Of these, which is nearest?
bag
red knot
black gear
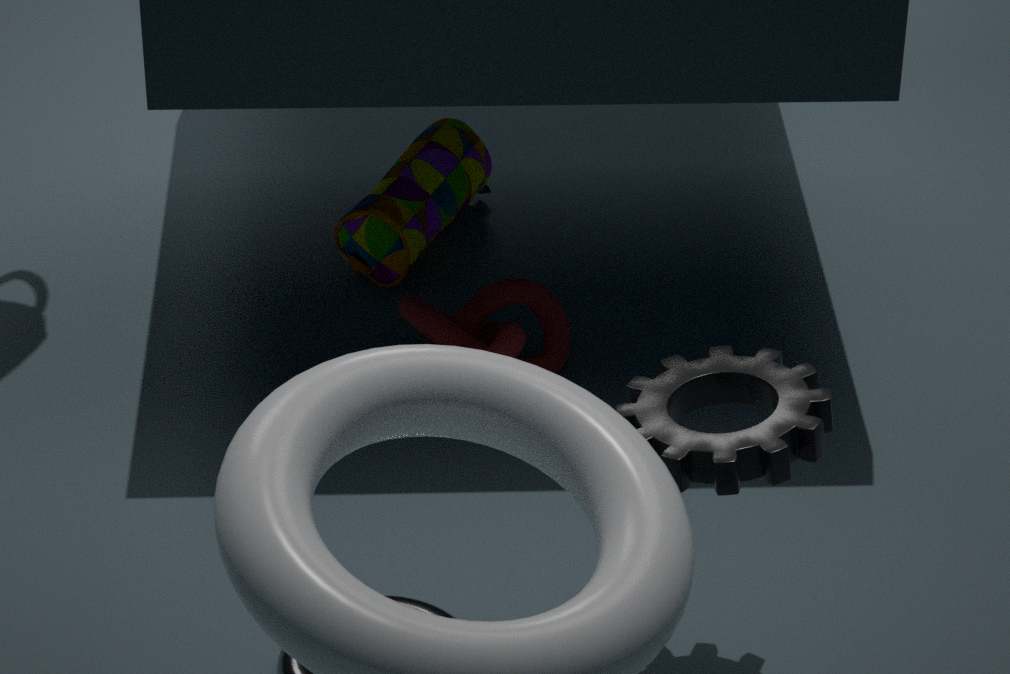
black gear
